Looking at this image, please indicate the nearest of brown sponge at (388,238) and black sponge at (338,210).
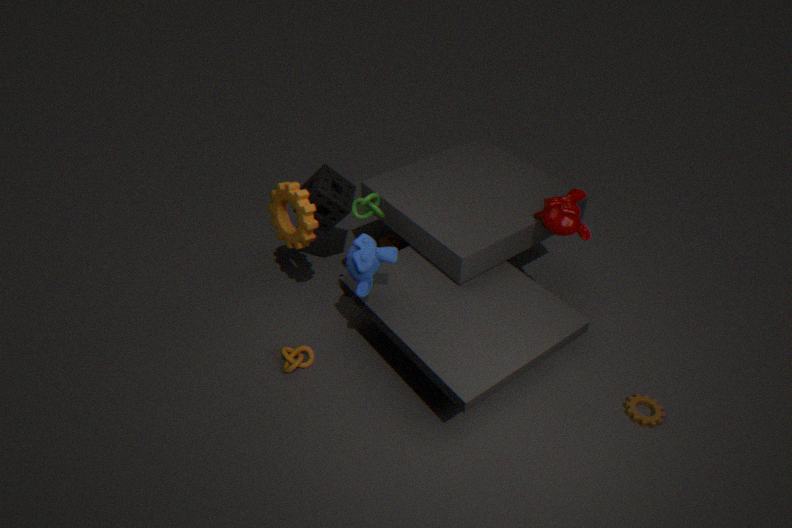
black sponge at (338,210)
